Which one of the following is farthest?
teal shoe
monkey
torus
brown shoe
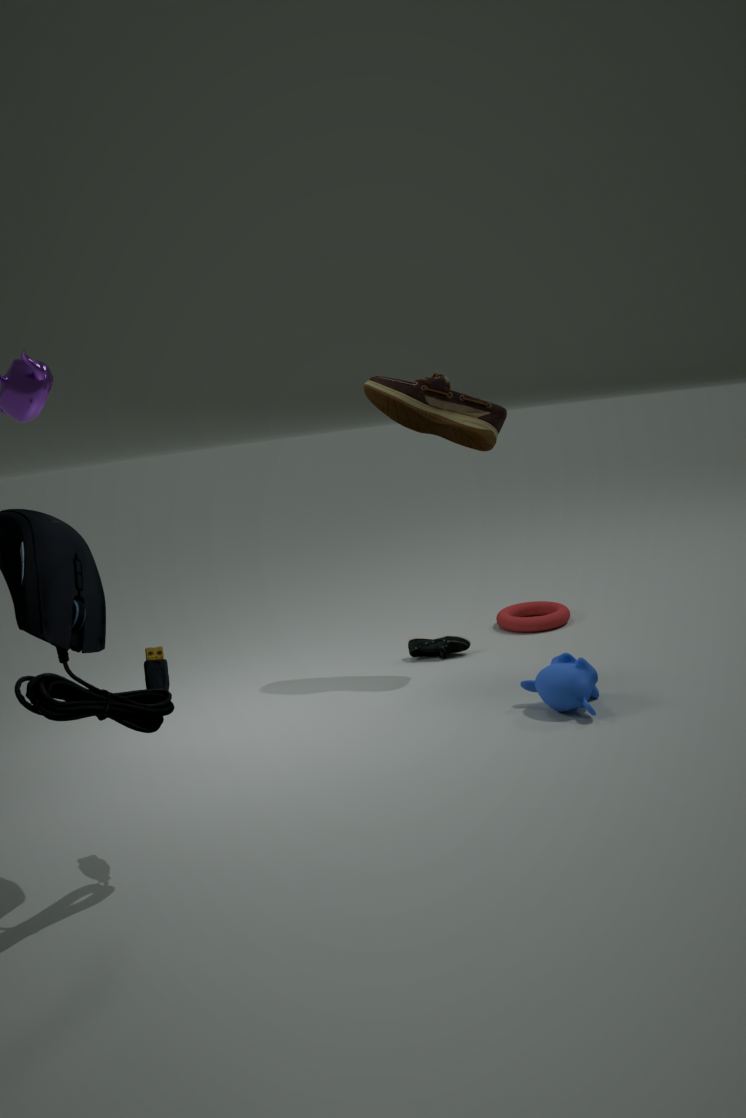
torus
